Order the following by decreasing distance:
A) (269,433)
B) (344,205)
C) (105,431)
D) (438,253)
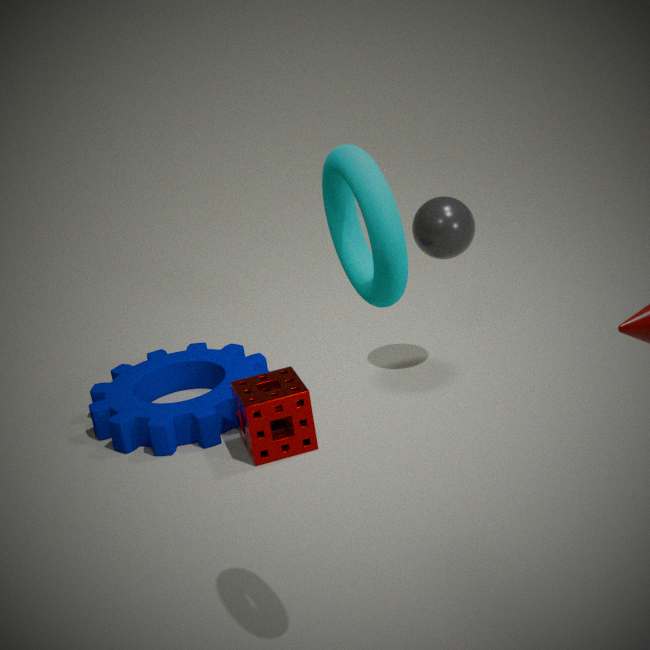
(105,431)
(438,253)
(269,433)
(344,205)
